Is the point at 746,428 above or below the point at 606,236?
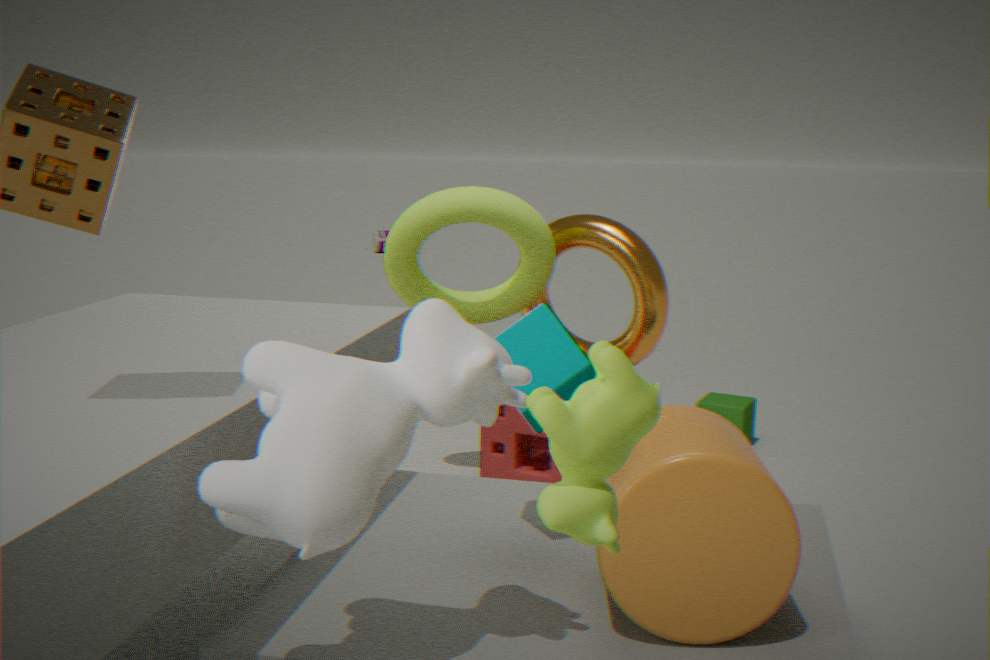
→ below
